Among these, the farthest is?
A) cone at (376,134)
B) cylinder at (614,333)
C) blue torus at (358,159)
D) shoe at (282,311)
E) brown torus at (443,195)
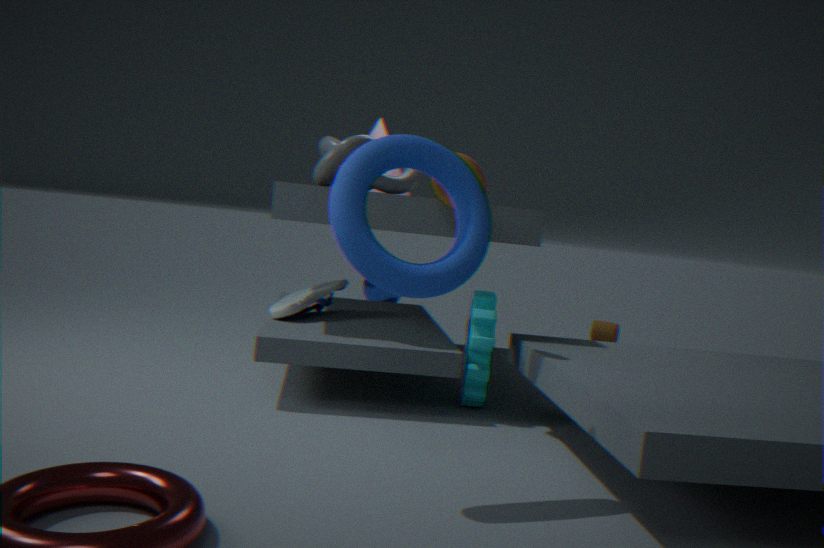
cylinder at (614,333)
